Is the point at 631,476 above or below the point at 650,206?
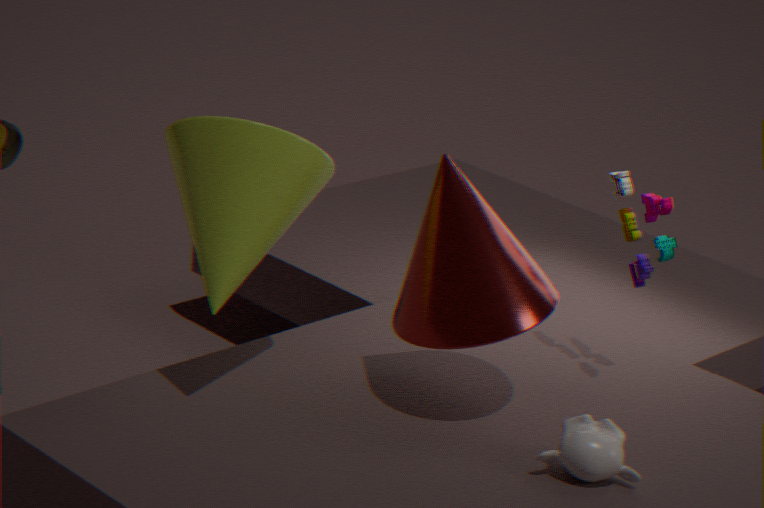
below
